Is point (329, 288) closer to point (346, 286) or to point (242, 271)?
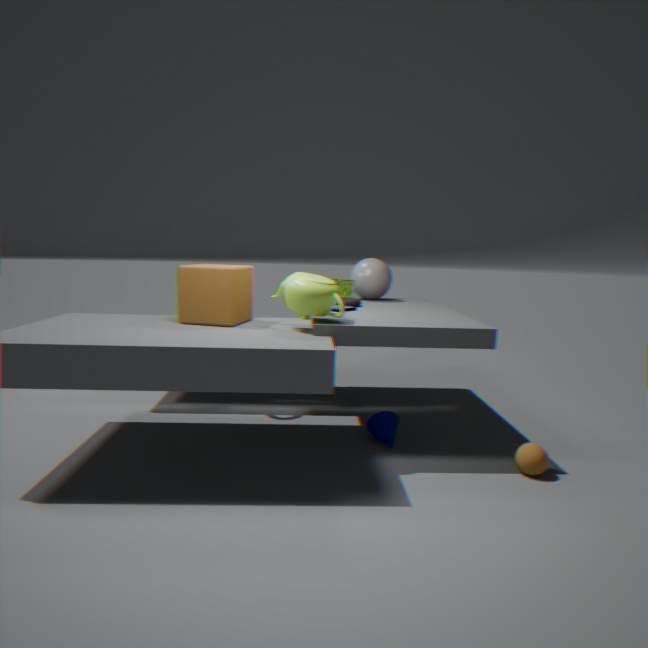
point (242, 271)
